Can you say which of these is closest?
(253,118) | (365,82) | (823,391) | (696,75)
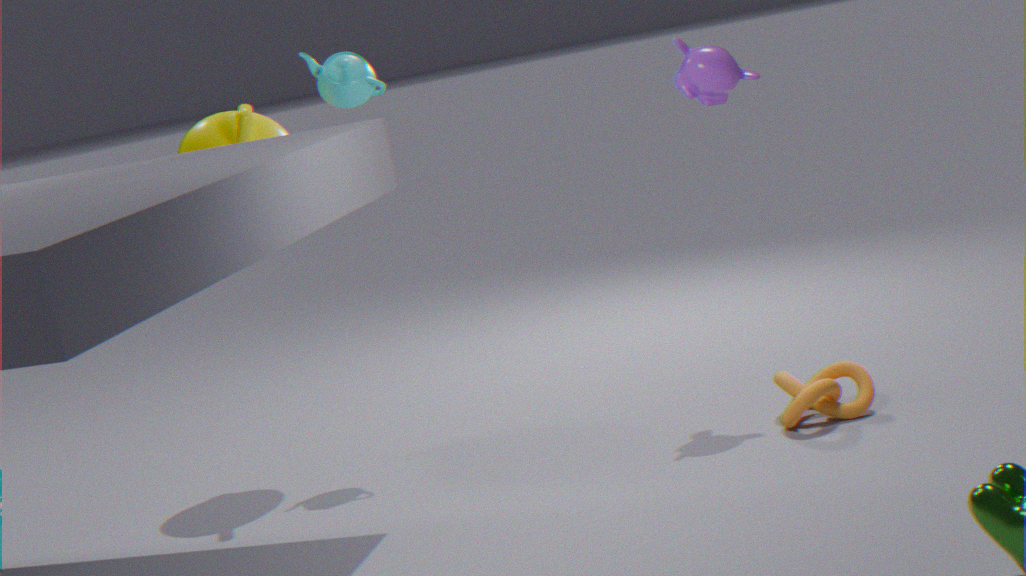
(823,391)
